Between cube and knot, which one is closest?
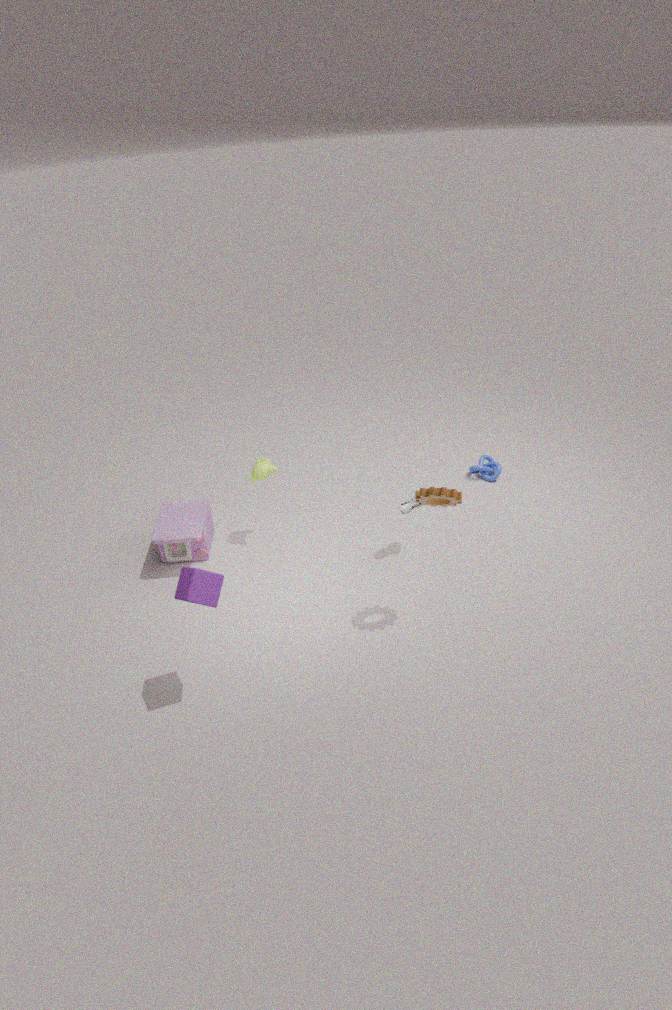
cube
